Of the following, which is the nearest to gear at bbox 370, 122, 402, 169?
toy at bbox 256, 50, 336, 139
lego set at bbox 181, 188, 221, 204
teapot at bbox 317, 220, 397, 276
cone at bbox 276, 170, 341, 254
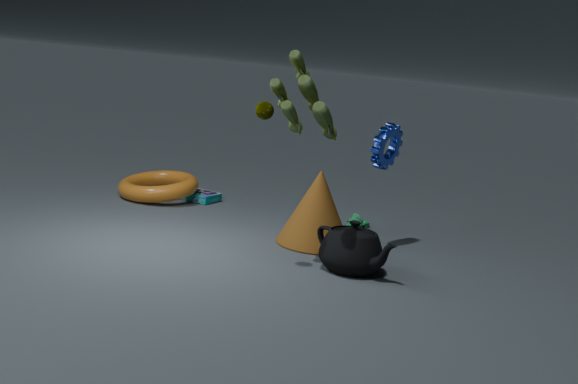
cone at bbox 276, 170, 341, 254
